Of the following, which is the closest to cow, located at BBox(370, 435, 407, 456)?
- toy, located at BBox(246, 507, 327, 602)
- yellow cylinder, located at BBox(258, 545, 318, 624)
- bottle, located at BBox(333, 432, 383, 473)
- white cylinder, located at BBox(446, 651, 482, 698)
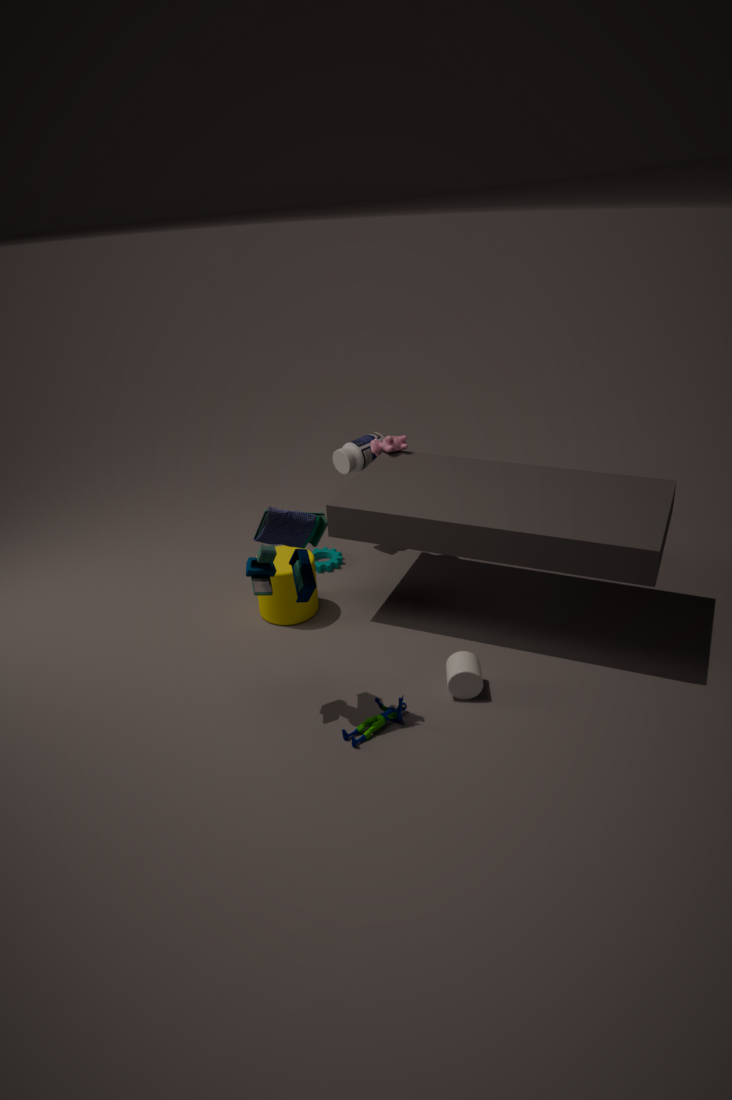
bottle, located at BBox(333, 432, 383, 473)
